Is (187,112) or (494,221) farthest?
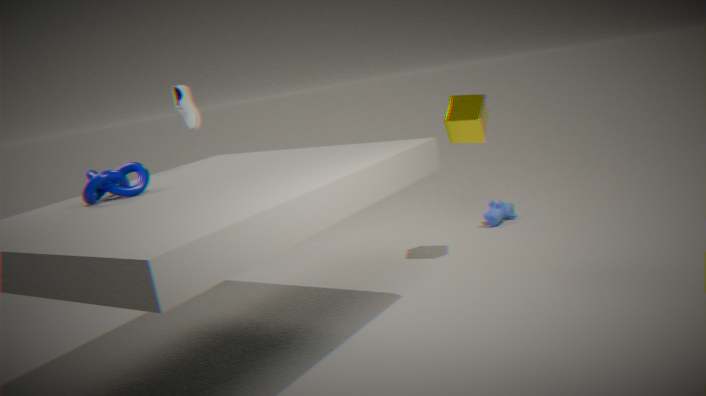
(494,221)
